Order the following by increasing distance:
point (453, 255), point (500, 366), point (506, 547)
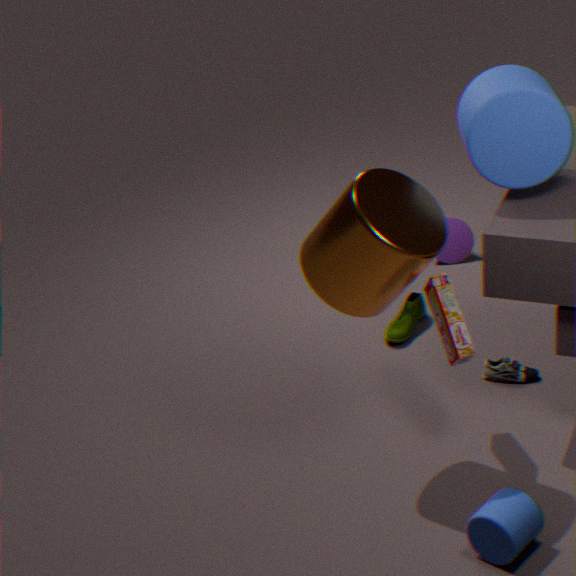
point (506, 547)
point (500, 366)
point (453, 255)
